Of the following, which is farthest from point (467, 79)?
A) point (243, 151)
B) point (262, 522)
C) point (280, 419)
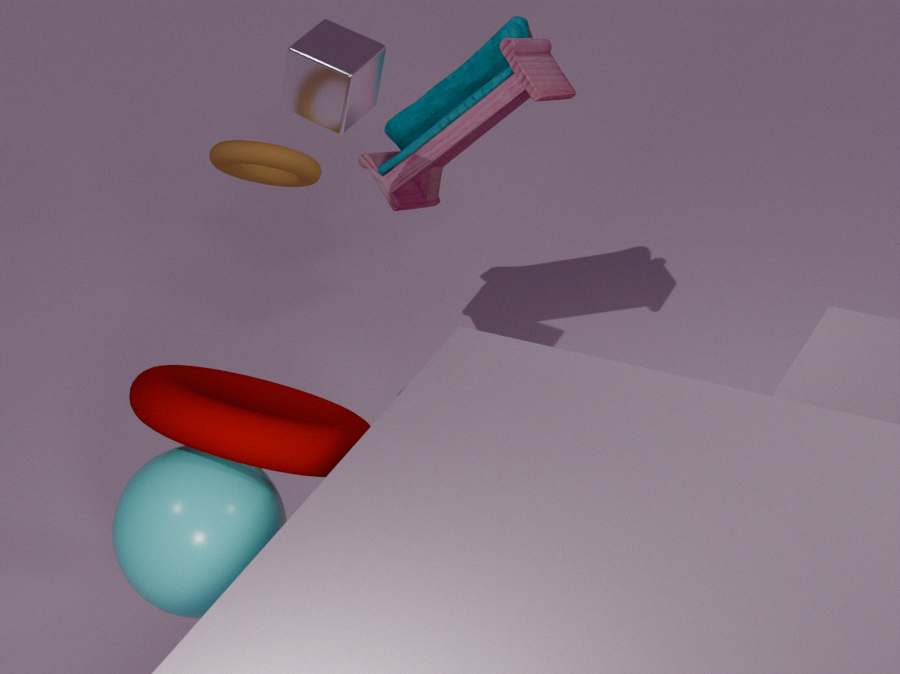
point (262, 522)
